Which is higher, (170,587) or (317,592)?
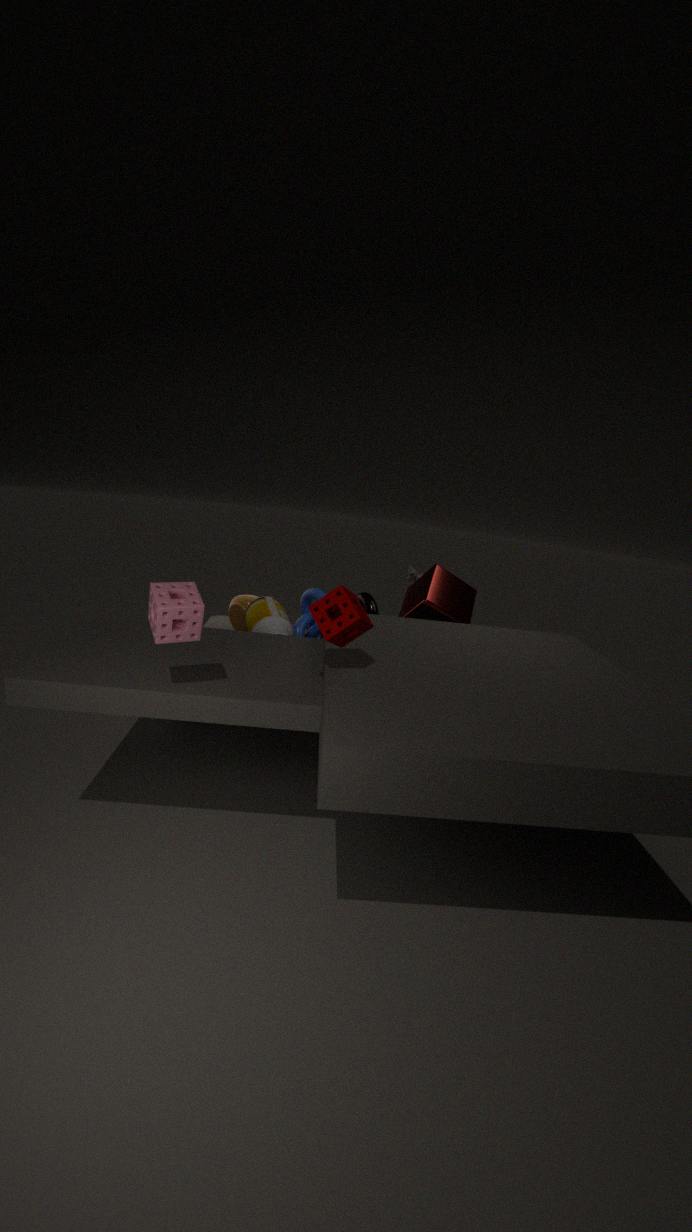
(170,587)
